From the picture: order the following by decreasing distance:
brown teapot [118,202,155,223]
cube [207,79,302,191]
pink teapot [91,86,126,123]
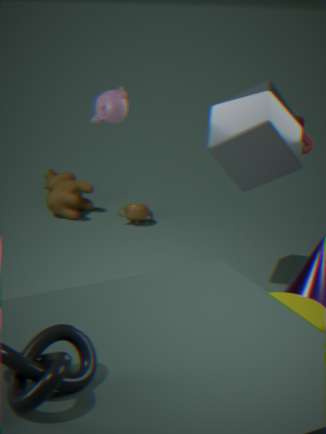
brown teapot [118,202,155,223]
cube [207,79,302,191]
pink teapot [91,86,126,123]
